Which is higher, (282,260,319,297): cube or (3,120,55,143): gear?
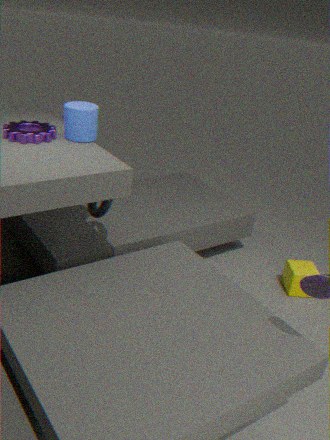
(3,120,55,143): gear
